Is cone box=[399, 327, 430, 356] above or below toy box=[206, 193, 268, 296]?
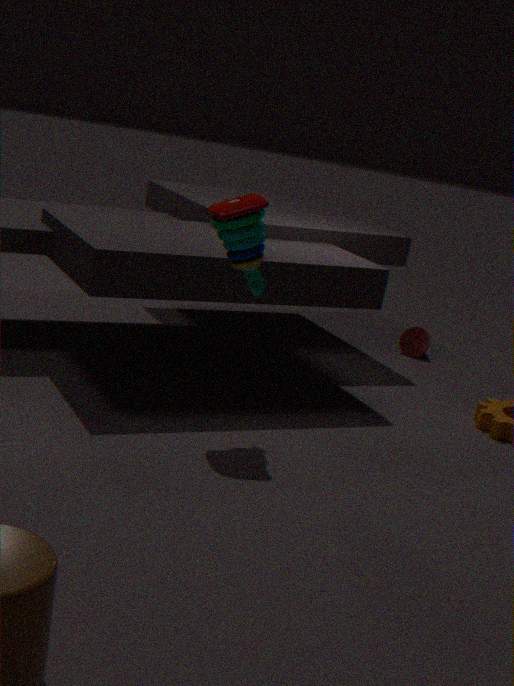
below
